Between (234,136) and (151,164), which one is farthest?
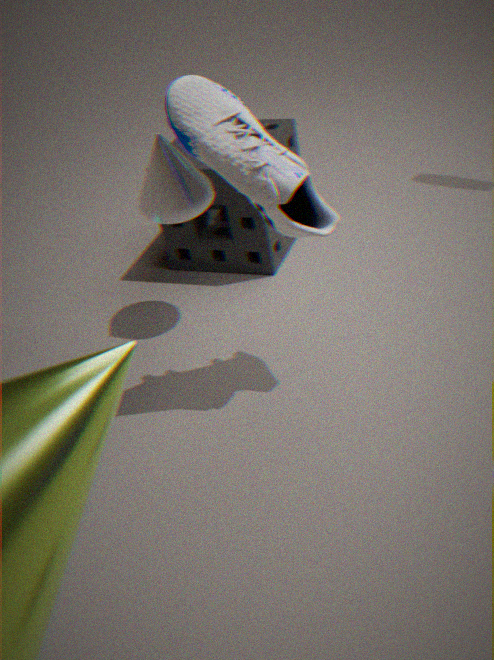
(151,164)
